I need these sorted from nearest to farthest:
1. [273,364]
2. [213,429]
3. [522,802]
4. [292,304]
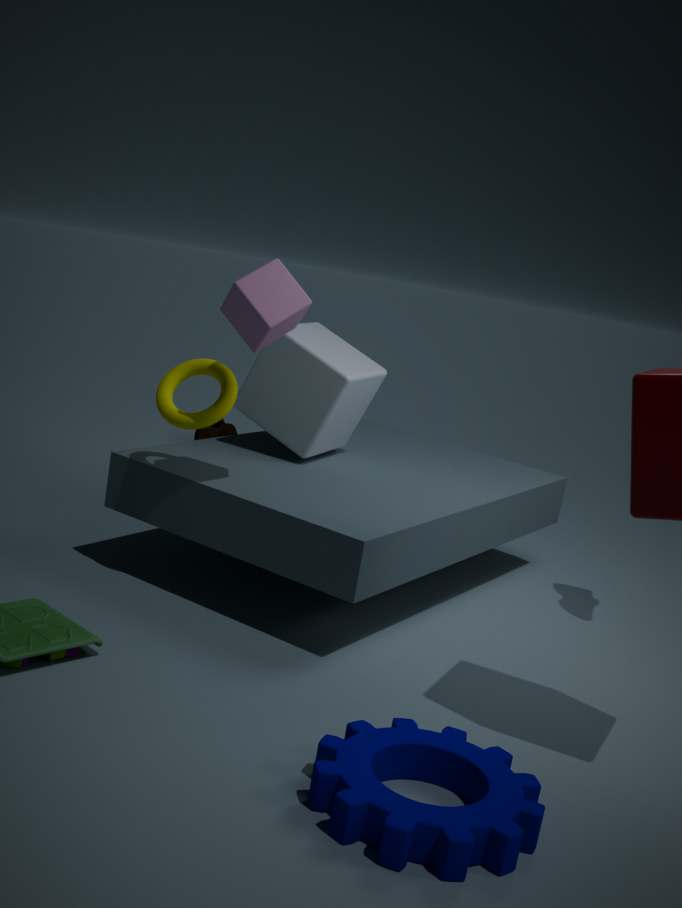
[522,802] < [292,304] < [273,364] < [213,429]
